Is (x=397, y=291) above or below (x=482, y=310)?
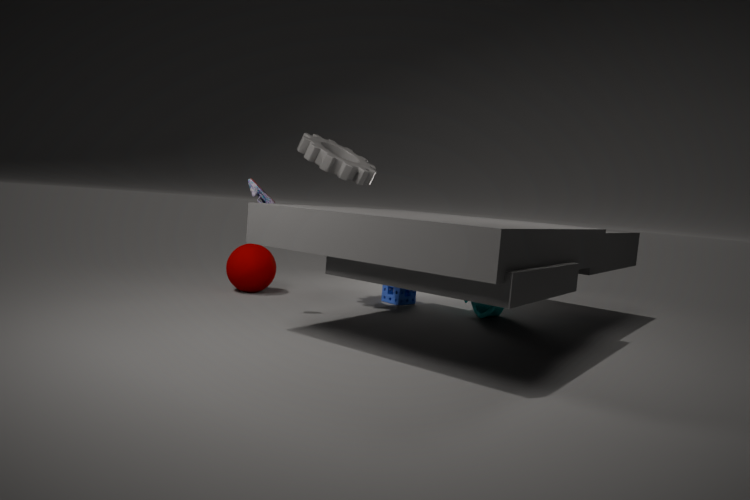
below
